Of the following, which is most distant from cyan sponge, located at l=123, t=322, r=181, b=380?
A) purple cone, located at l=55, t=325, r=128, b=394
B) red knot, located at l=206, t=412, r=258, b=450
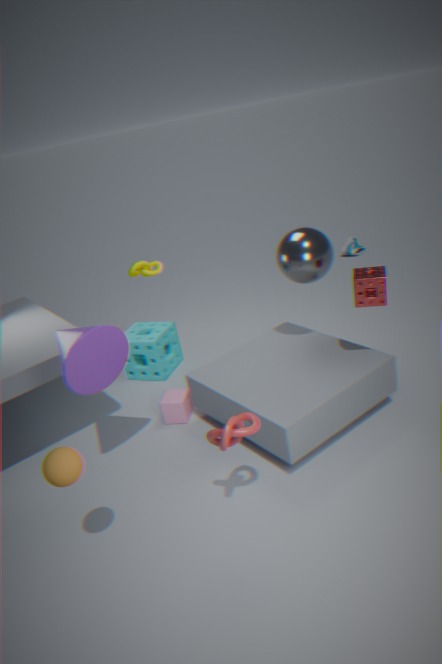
red knot, located at l=206, t=412, r=258, b=450
